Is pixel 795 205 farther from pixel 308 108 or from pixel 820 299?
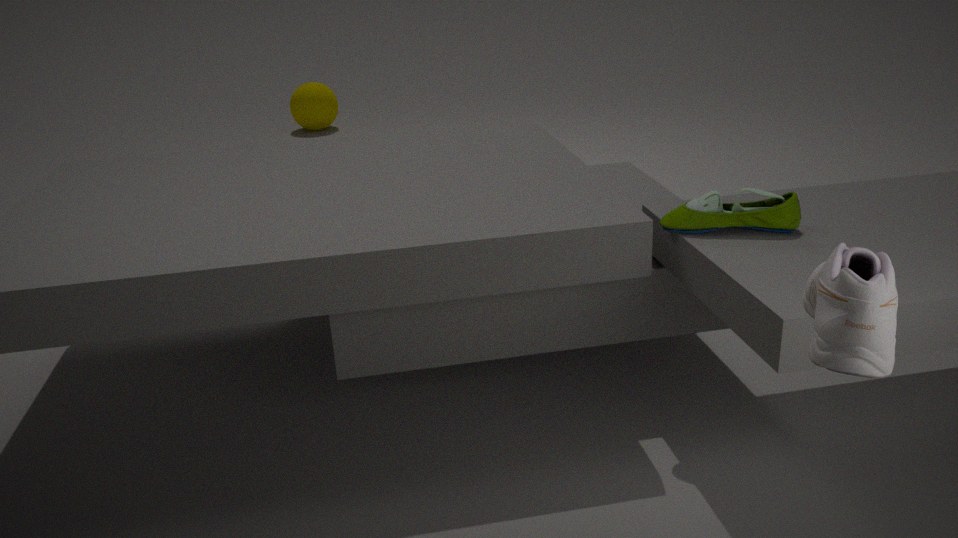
pixel 308 108
